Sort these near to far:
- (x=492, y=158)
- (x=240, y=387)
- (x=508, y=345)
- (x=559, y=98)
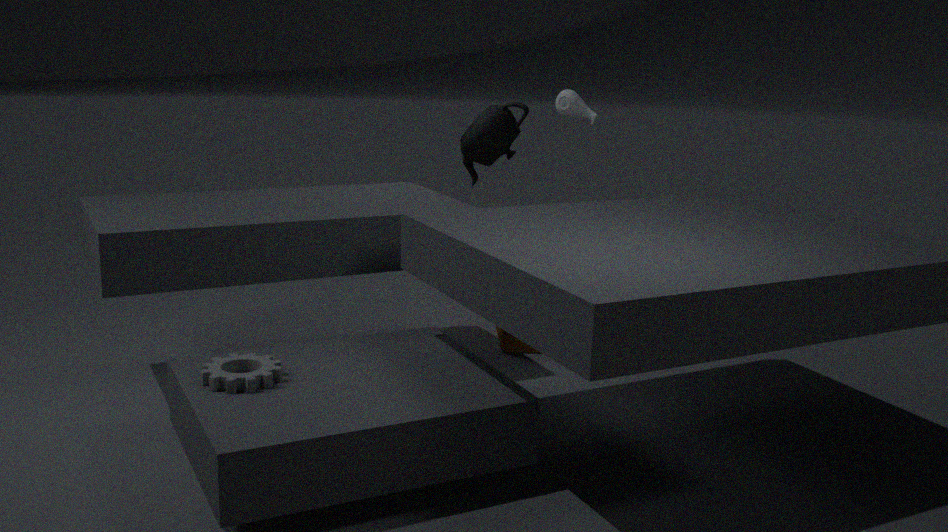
(x=240, y=387)
(x=508, y=345)
(x=559, y=98)
(x=492, y=158)
